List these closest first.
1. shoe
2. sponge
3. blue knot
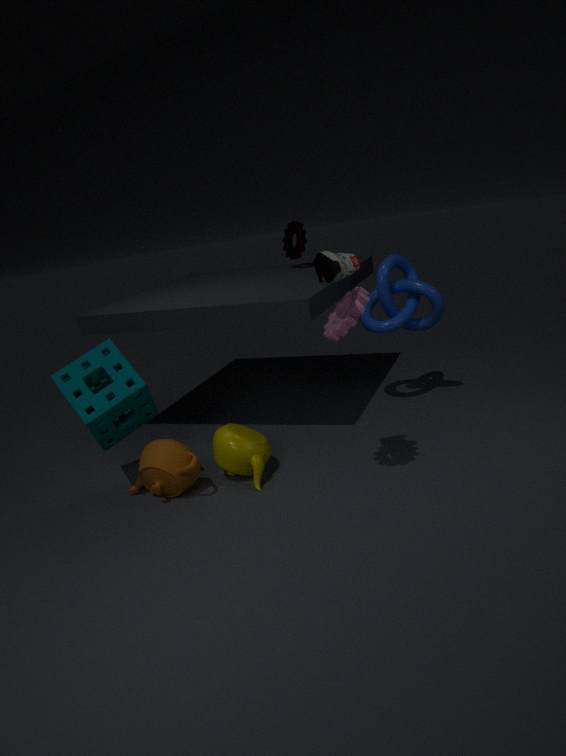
shoe
sponge
blue knot
